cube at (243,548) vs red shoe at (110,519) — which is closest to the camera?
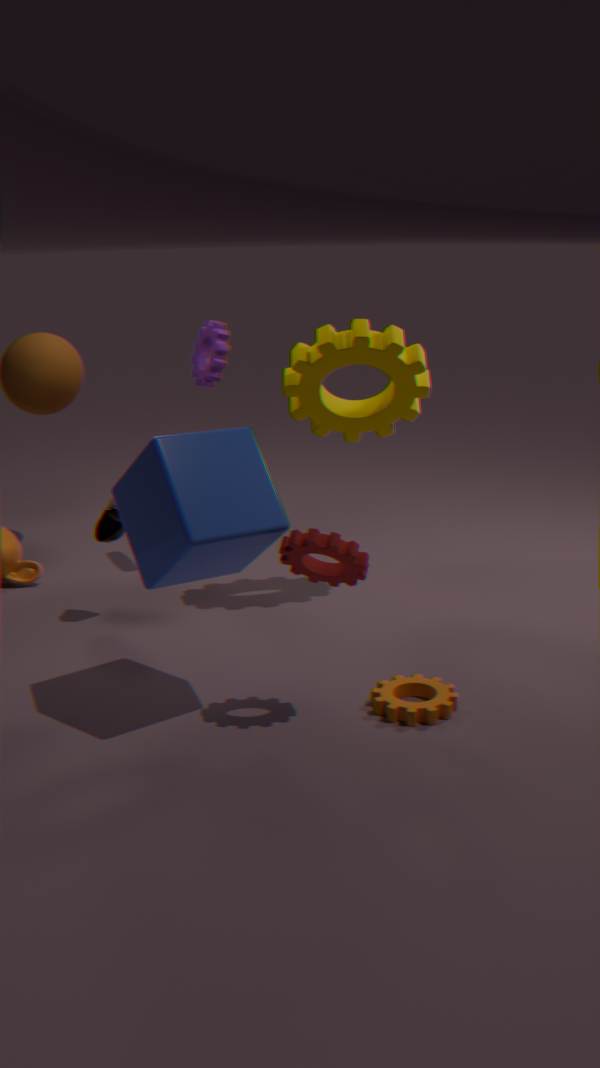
cube at (243,548)
